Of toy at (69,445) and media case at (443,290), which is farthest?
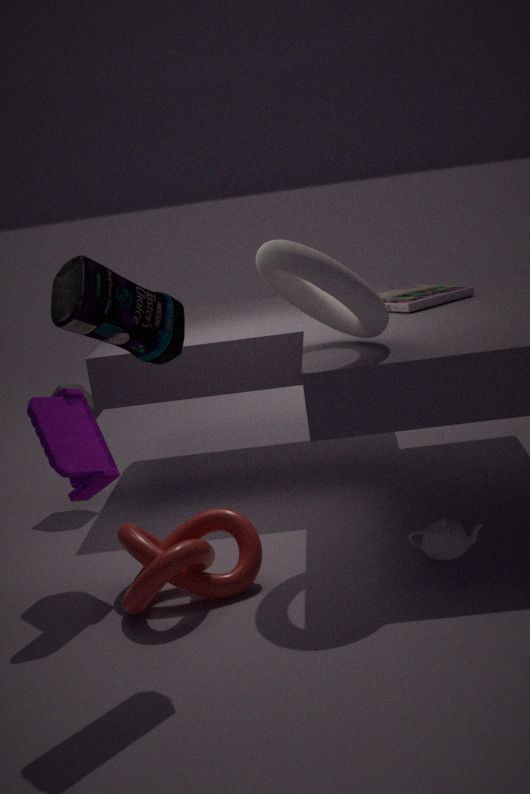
media case at (443,290)
